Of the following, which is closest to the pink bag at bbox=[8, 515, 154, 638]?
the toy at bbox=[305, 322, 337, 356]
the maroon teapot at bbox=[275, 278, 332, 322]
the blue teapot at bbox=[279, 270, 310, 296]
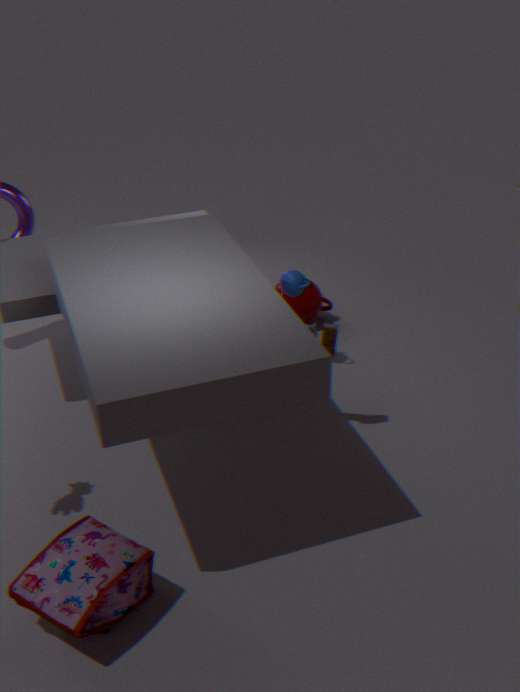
the toy at bbox=[305, 322, 337, 356]
